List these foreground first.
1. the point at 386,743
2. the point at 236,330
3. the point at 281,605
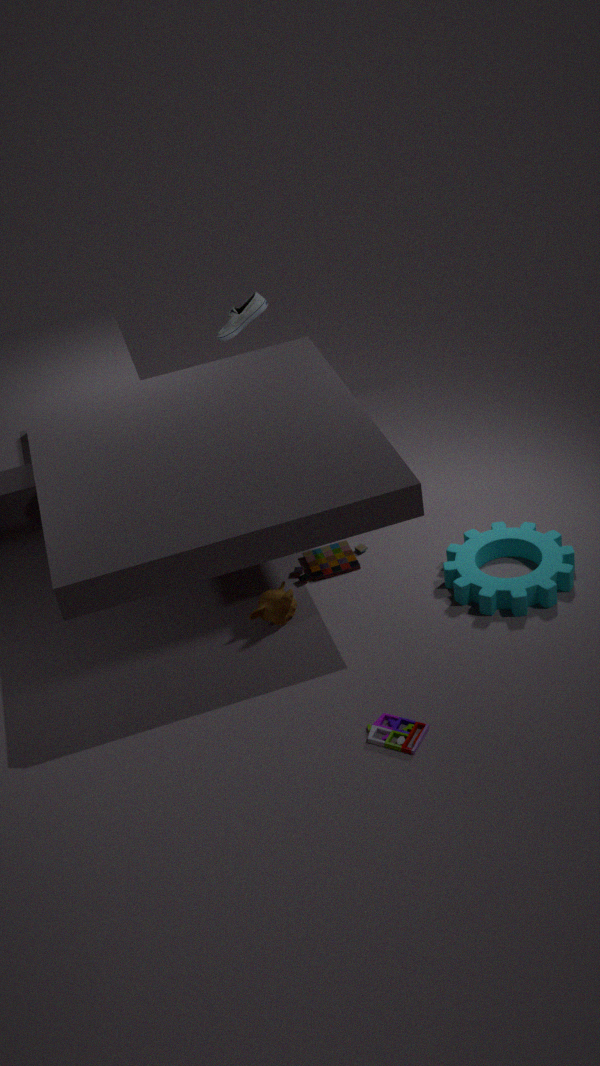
the point at 386,743, the point at 281,605, the point at 236,330
